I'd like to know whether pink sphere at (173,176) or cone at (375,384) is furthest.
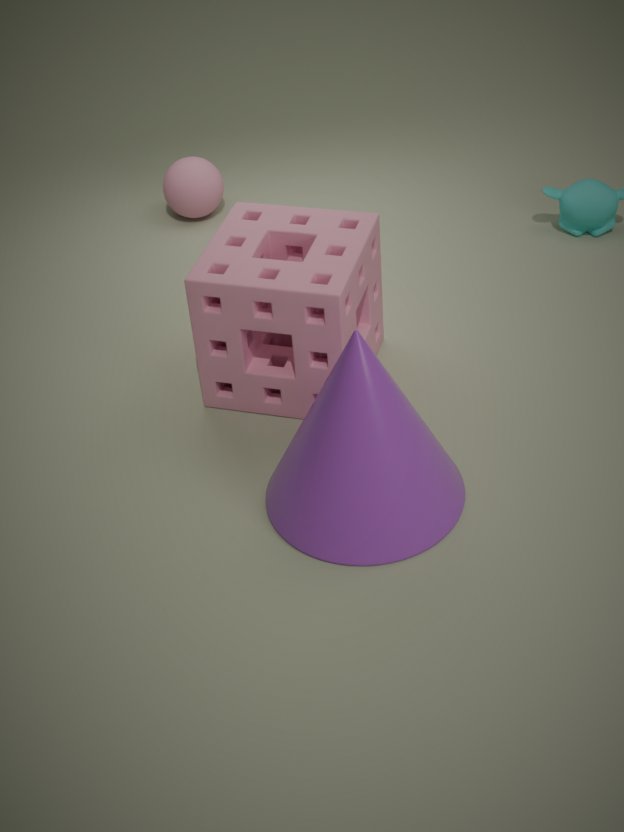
pink sphere at (173,176)
